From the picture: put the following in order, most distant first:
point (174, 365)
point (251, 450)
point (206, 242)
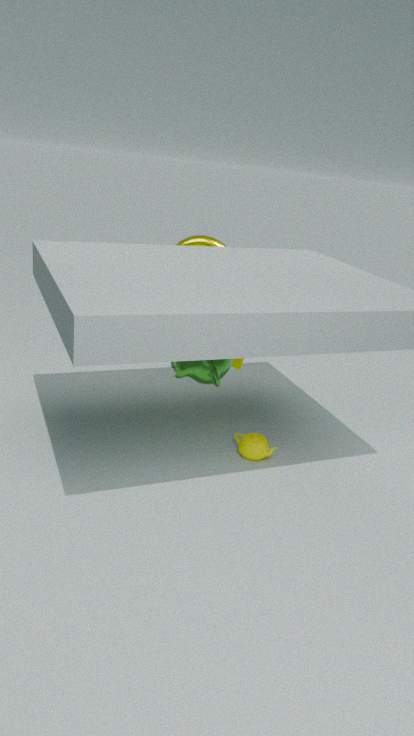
point (206, 242) < point (251, 450) < point (174, 365)
